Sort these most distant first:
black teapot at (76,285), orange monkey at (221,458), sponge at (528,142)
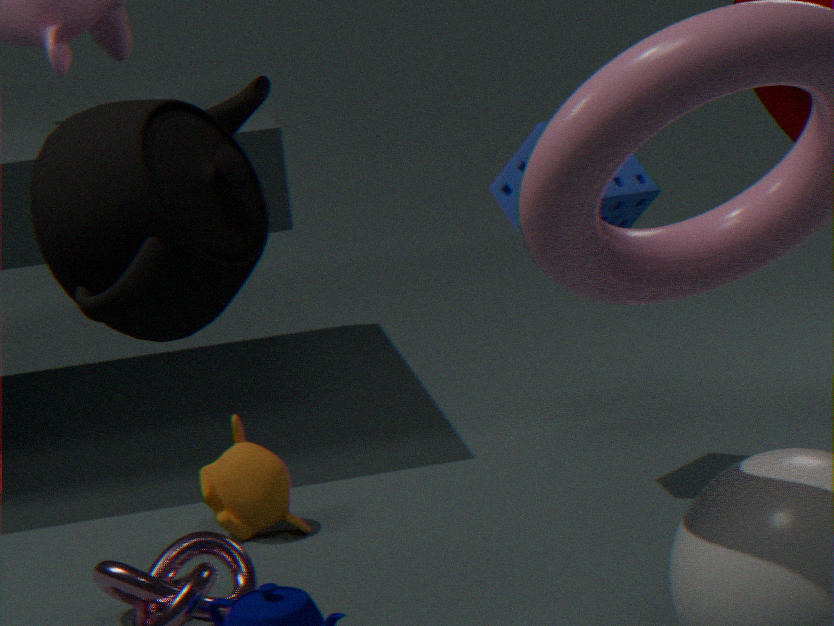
orange monkey at (221,458) < sponge at (528,142) < black teapot at (76,285)
